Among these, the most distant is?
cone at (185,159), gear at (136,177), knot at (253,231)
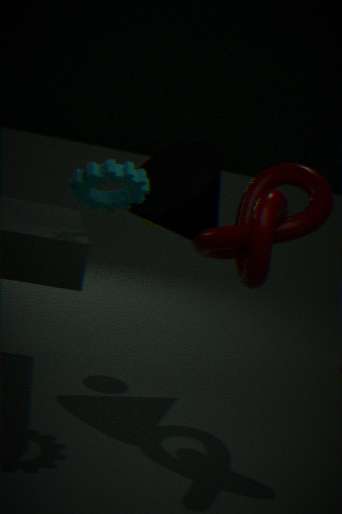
cone at (185,159)
